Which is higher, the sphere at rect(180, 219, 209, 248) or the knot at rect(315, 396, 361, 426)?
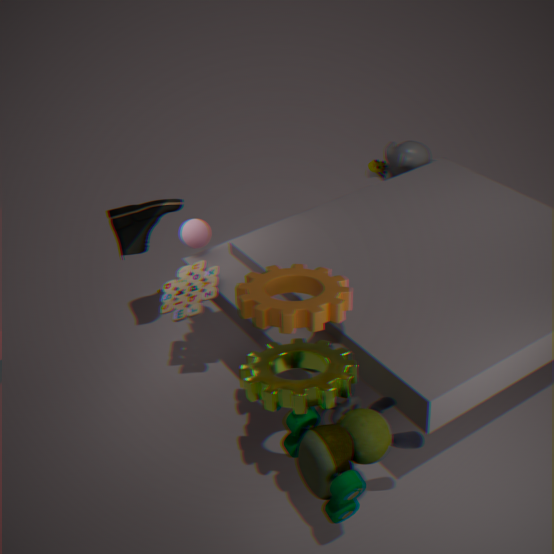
the sphere at rect(180, 219, 209, 248)
